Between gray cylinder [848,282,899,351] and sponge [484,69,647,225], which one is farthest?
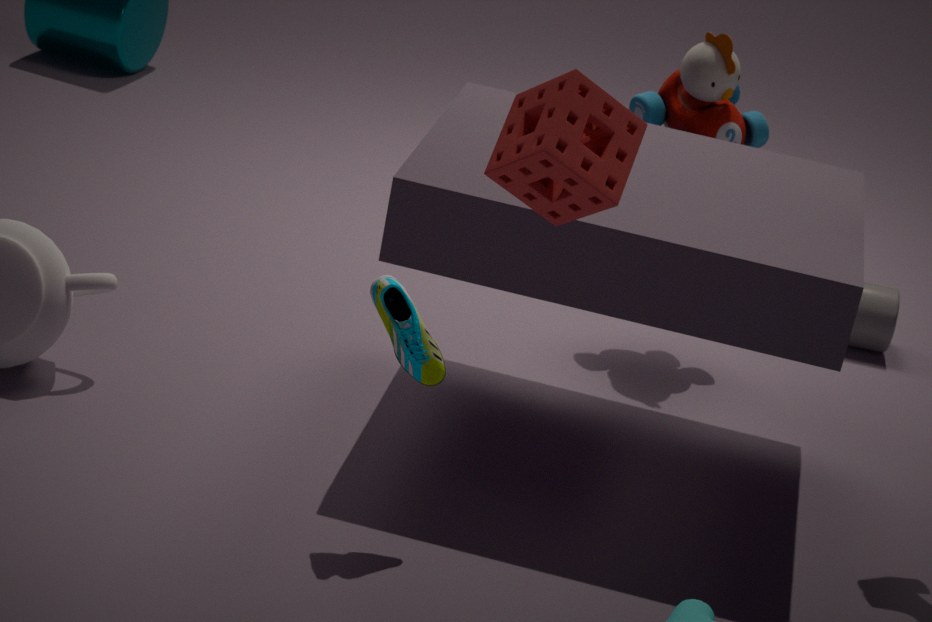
gray cylinder [848,282,899,351]
